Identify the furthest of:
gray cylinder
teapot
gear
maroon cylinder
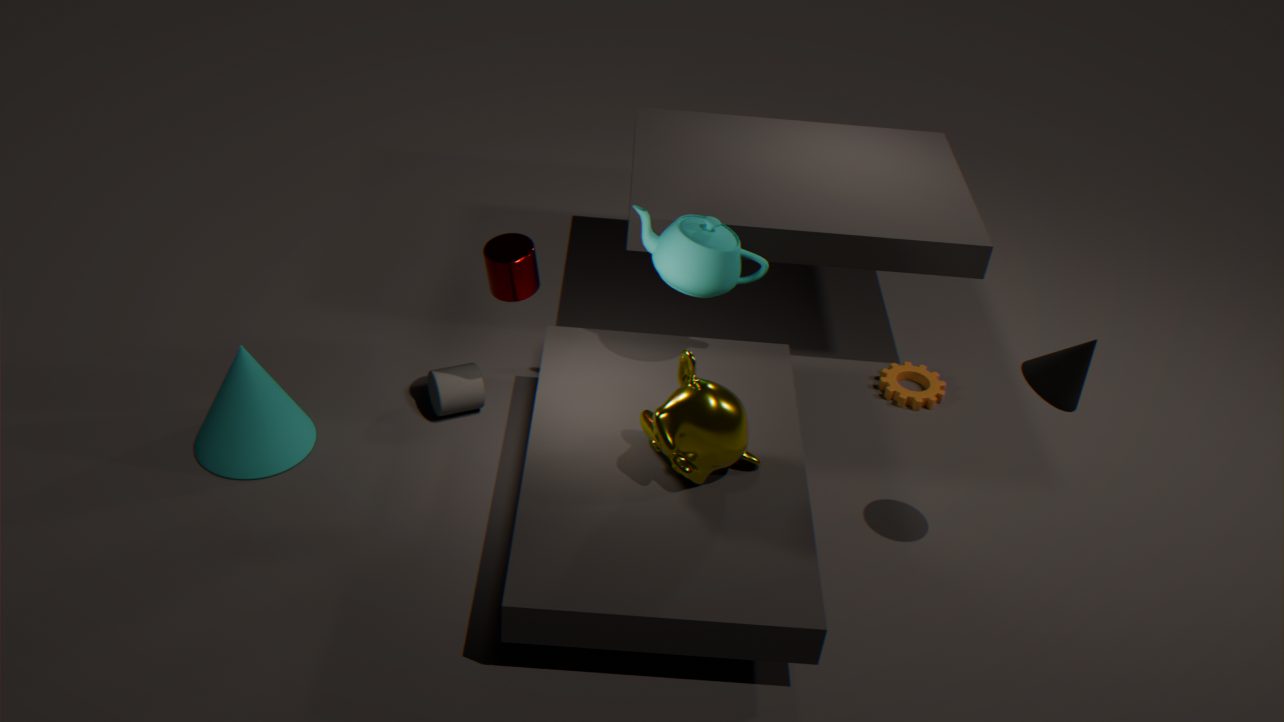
gear
